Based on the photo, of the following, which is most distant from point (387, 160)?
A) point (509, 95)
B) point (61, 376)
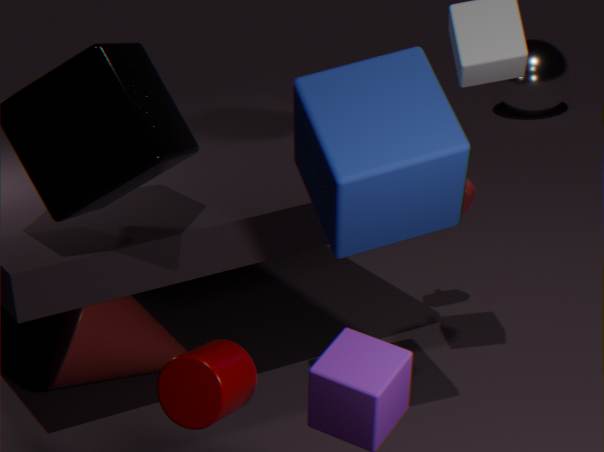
point (509, 95)
